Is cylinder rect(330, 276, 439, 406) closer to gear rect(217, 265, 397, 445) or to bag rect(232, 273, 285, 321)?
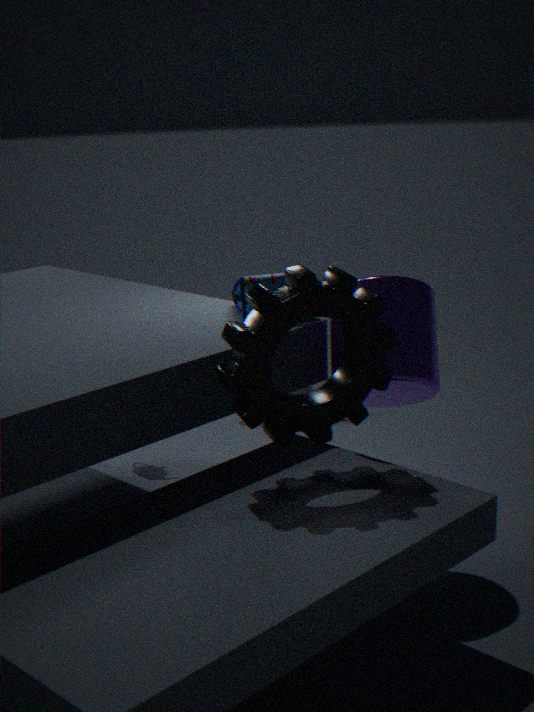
gear rect(217, 265, 397, 445)
